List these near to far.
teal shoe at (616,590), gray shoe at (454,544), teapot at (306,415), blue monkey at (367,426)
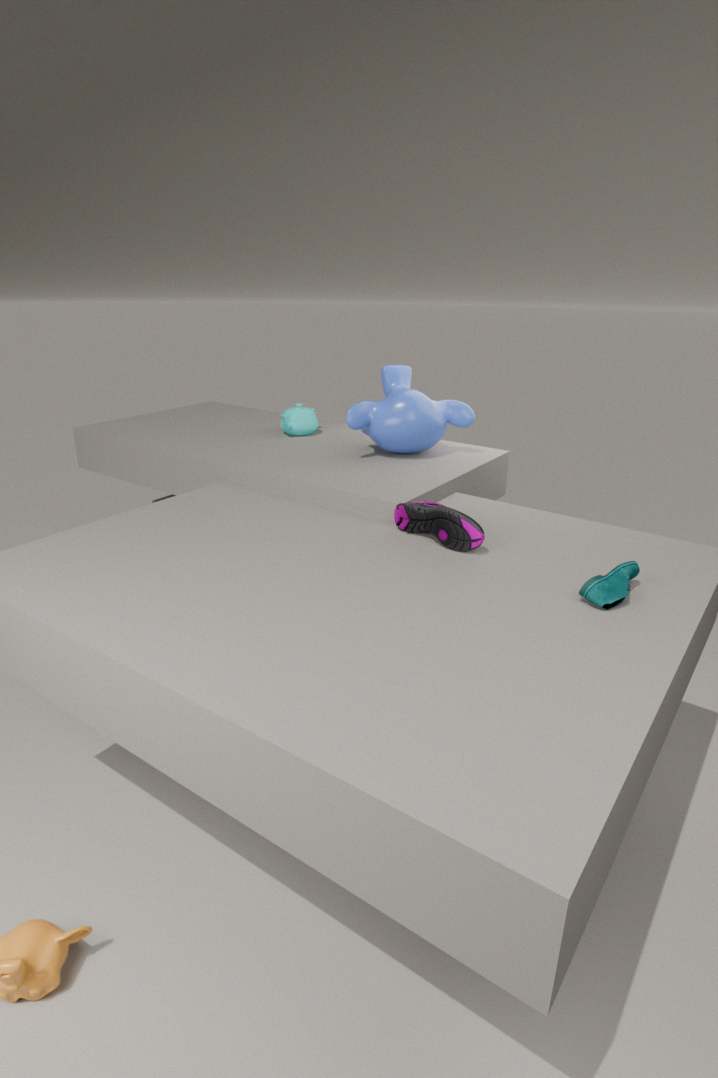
teal shoe at (616,590), gray shoe at (454,544), blue monkey at (367,426), teapot at (306,415)
